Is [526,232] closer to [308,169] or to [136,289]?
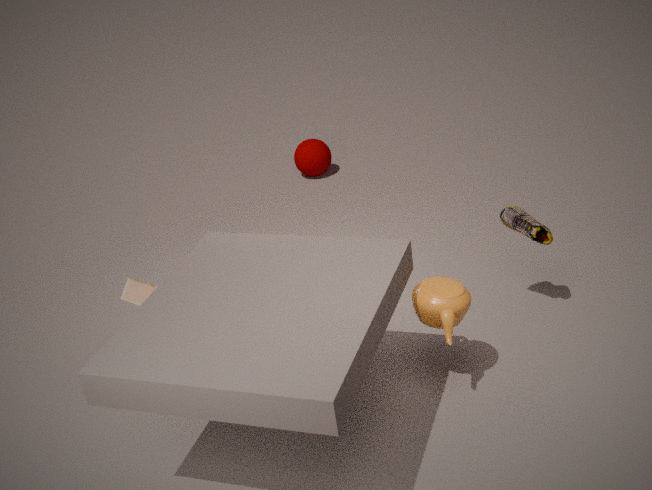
[136,289]
